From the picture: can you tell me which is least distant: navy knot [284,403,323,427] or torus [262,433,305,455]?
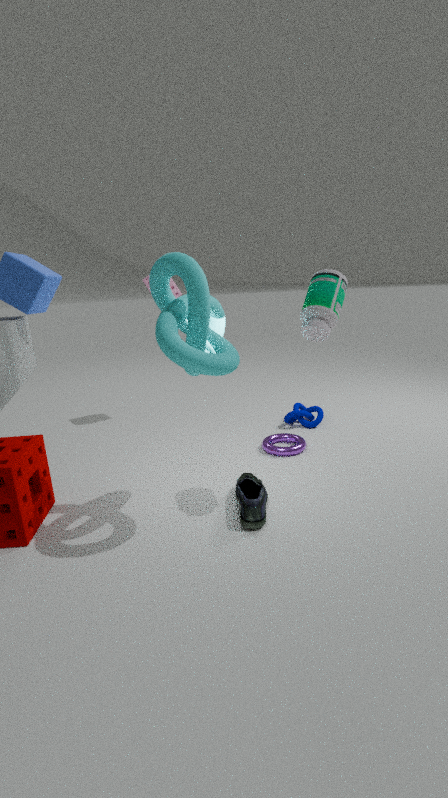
torus [262,433,305,455]
